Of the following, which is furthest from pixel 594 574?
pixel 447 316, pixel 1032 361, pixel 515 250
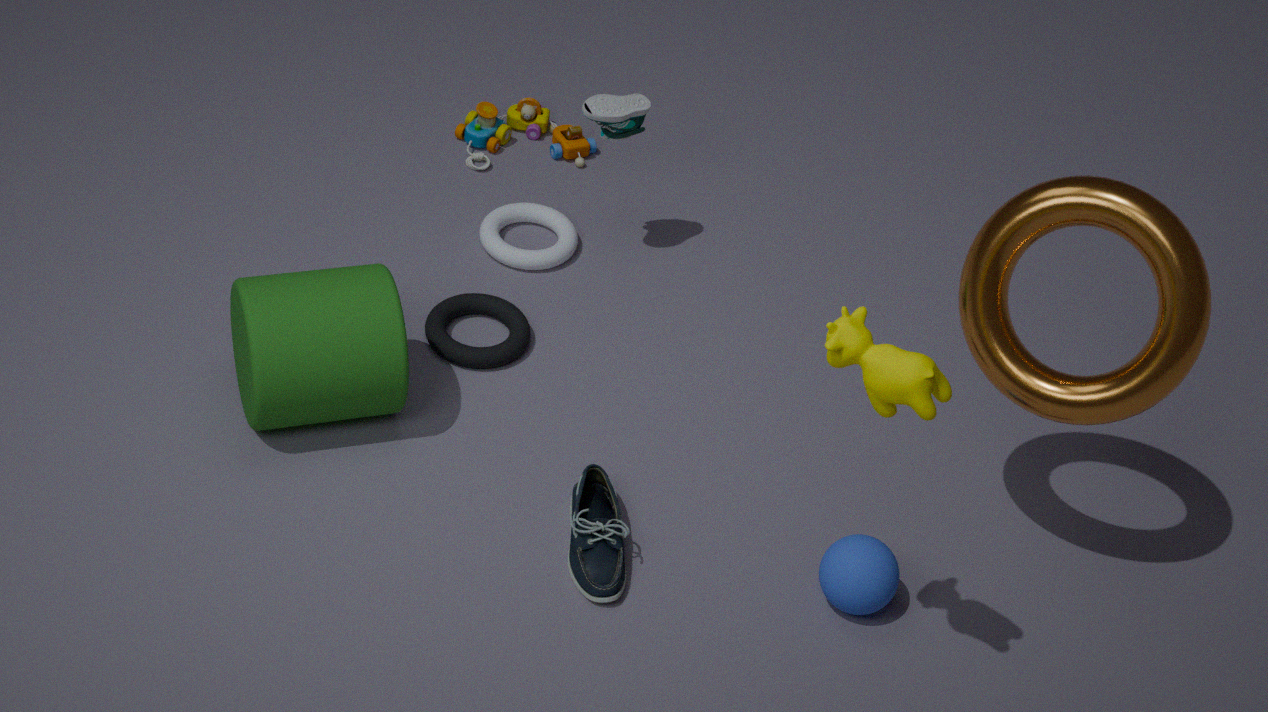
pixel 1032 361
